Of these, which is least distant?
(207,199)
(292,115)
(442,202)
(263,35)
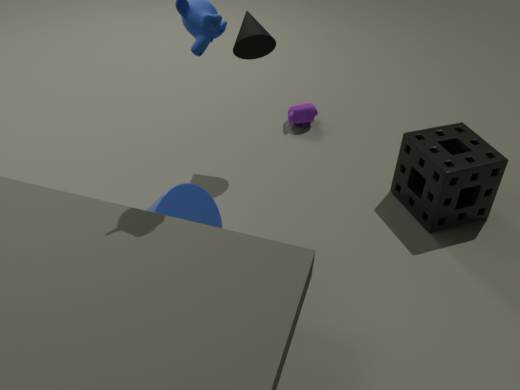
(207,199)
